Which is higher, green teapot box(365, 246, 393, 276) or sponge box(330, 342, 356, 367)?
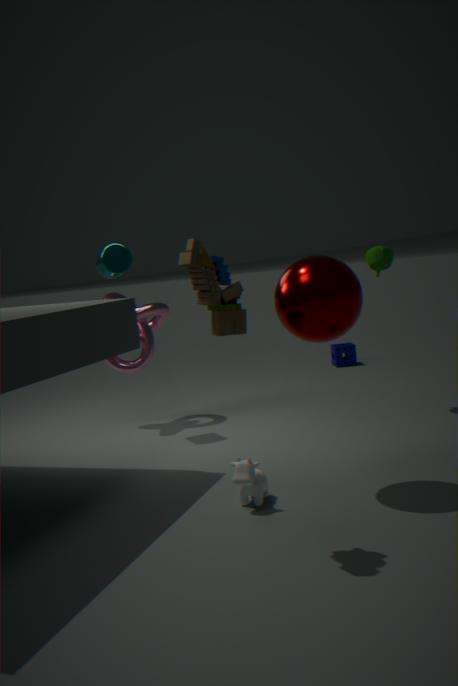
green teapot box(365, 246, 393, 276)
